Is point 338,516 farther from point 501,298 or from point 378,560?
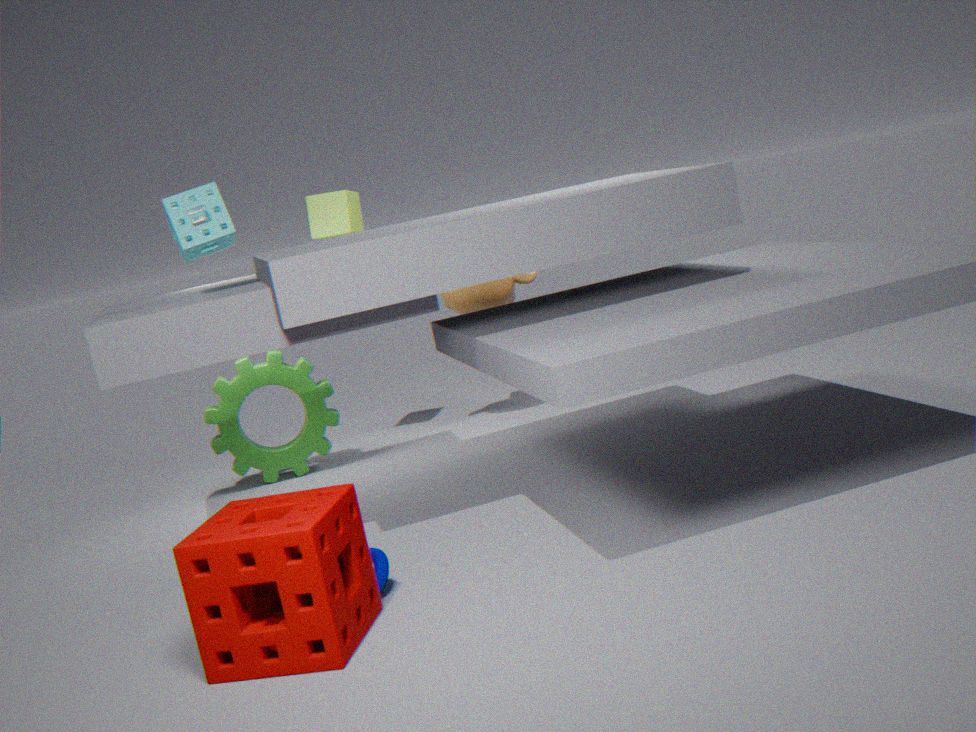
point 501,298
